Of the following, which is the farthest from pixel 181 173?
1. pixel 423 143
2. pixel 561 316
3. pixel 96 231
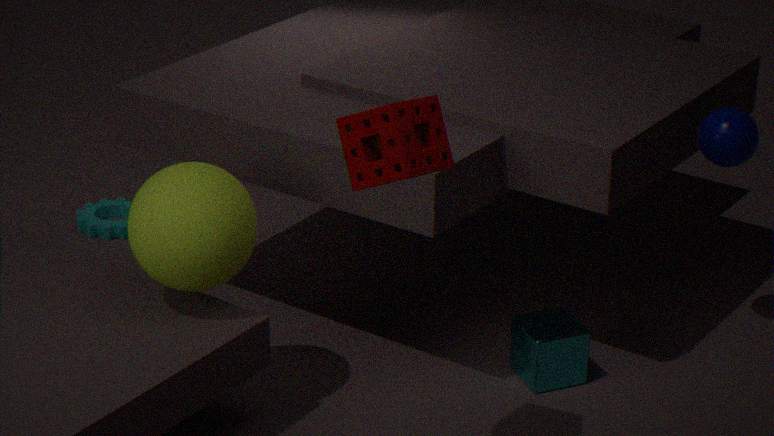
pixel 96 231
